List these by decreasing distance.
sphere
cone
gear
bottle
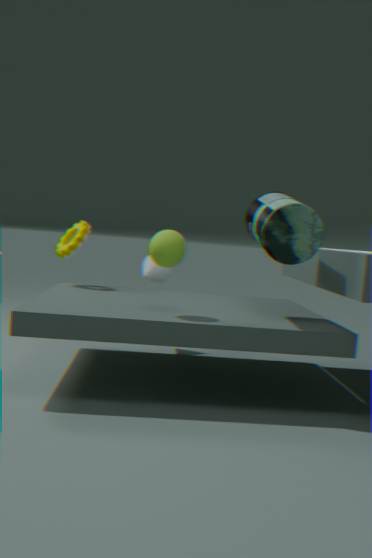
cone → gear → sphere → bottle
